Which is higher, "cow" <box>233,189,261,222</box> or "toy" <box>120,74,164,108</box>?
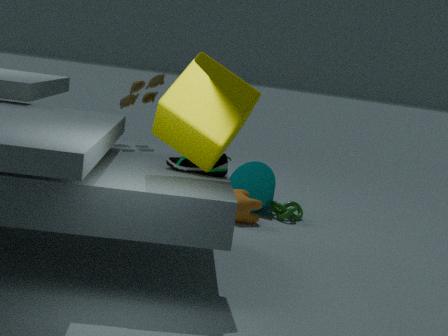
"toy" <box>120,74,164,108</box>
